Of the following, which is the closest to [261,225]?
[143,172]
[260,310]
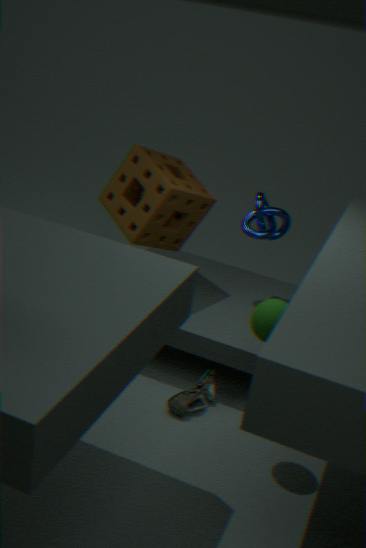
[143,172]
